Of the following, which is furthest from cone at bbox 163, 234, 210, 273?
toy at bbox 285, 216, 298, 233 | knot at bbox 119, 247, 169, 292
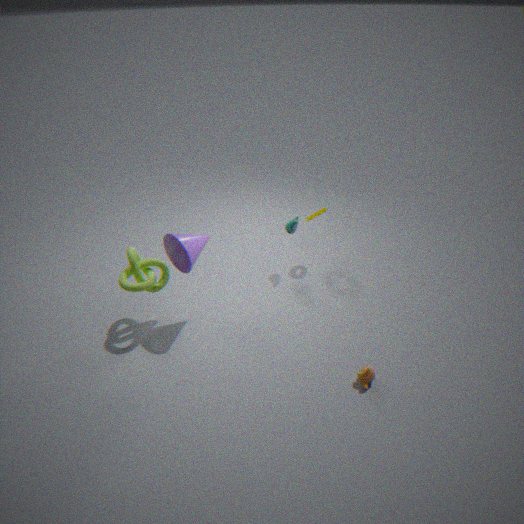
toy at bbox 285, 216, 298, 233
